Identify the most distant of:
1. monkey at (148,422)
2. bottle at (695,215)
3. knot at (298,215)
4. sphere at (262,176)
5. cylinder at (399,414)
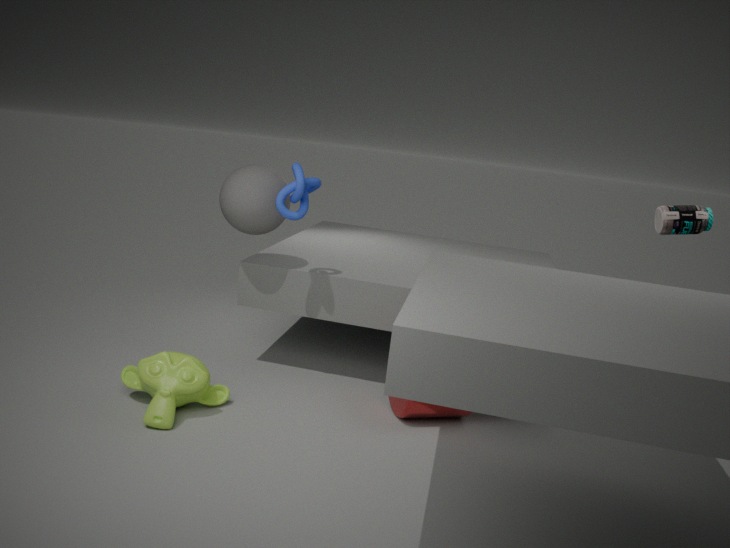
sphere at (262,176)
